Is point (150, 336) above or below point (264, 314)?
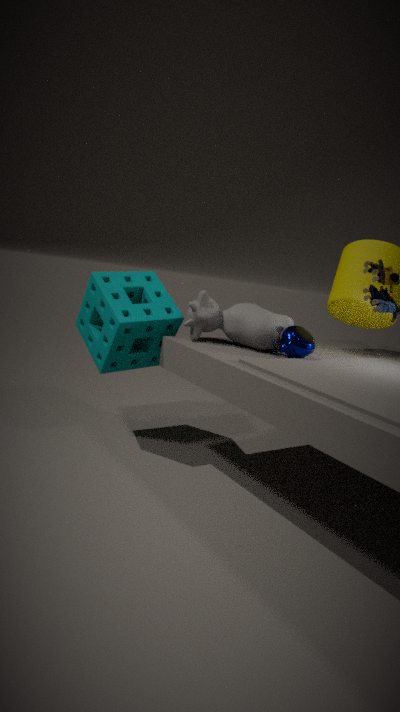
below
